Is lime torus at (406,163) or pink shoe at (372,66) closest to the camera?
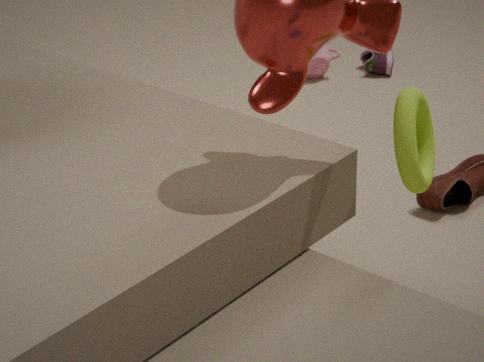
lime torus at (406,163)
